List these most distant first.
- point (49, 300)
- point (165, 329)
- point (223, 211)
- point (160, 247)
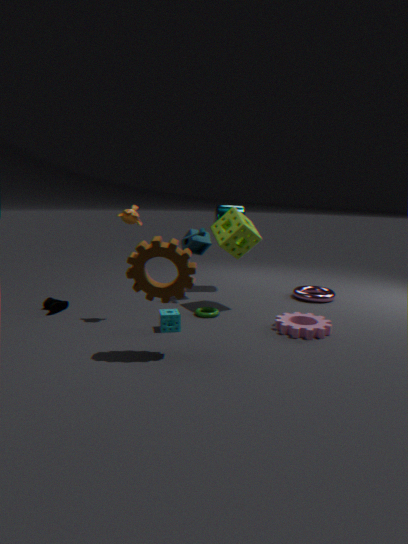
1. point (223, 211)
2. point (49, 300)
3. point (165, 329)
4. point (160, 247)
